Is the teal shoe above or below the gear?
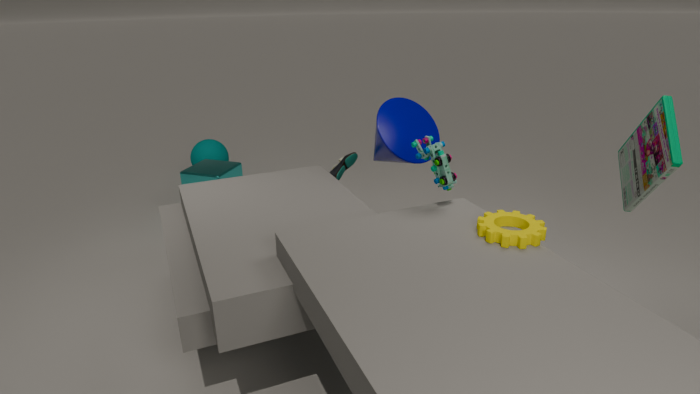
below
